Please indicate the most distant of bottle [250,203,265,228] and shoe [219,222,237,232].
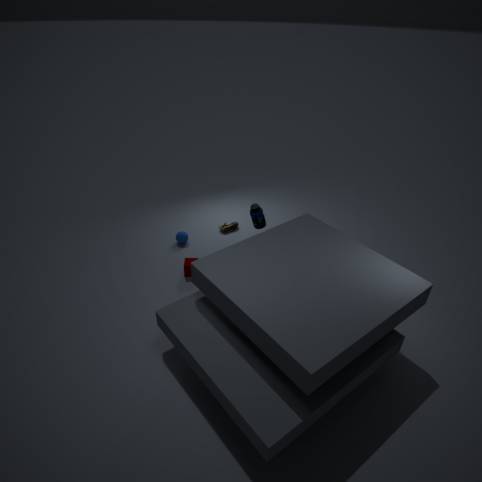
shoe [219,222,237,232]
